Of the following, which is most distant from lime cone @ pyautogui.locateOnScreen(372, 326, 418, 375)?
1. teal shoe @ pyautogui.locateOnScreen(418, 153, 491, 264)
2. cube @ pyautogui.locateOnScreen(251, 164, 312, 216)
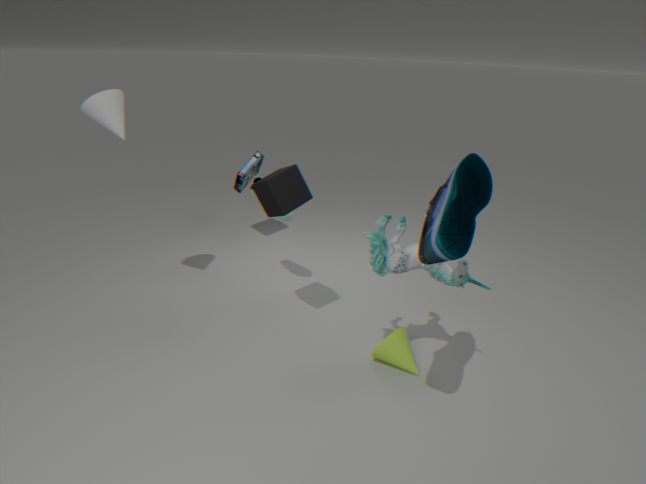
teal shoe @ pyautogui.locateOnScreen(418, 153, 491, 264)
